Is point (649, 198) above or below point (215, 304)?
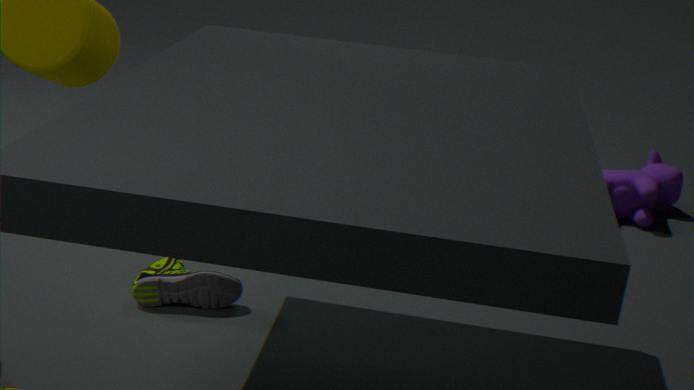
above
